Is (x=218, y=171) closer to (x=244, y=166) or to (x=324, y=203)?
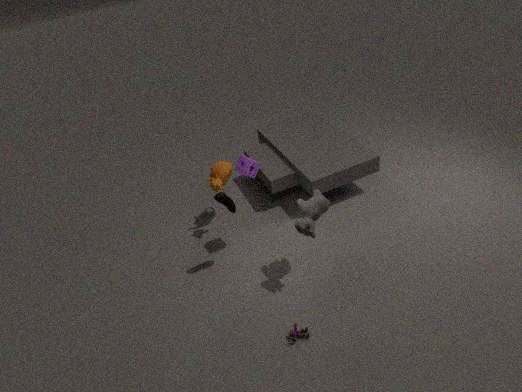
(x=244, y=166)
